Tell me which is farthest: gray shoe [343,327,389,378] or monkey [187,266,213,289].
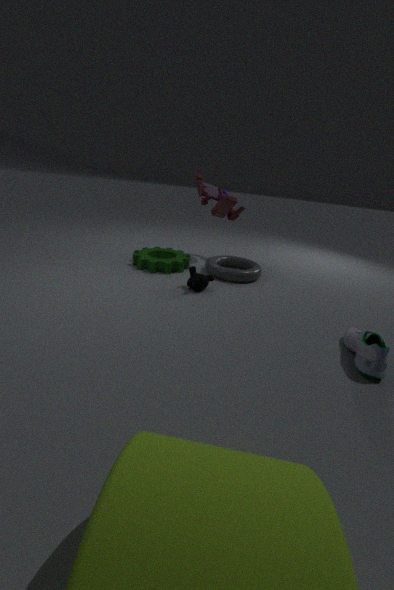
monkey [187,266,213,289]
